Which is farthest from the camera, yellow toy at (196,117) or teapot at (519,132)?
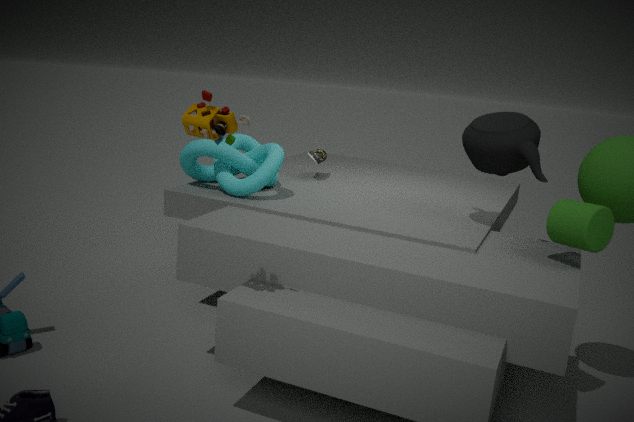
teapot at (519,132)
